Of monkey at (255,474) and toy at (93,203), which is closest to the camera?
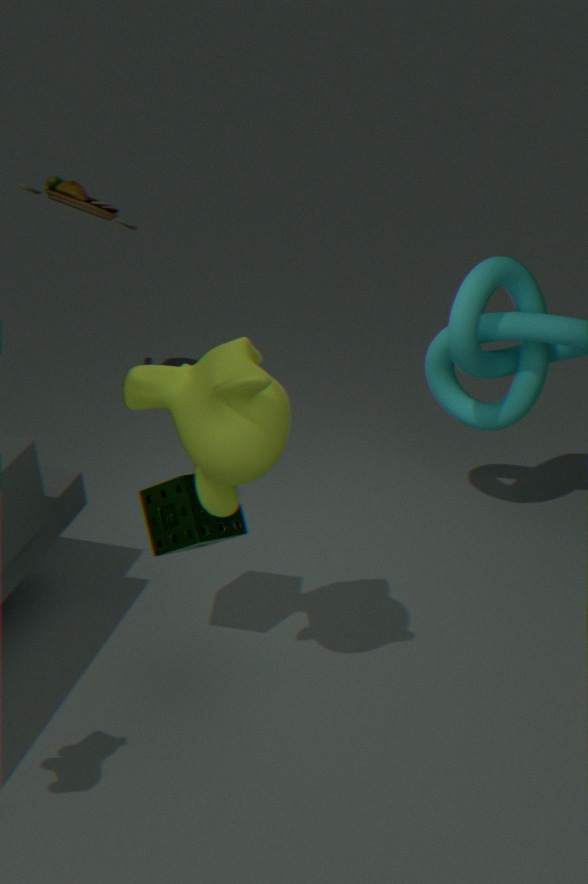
monkey at (255,474)
